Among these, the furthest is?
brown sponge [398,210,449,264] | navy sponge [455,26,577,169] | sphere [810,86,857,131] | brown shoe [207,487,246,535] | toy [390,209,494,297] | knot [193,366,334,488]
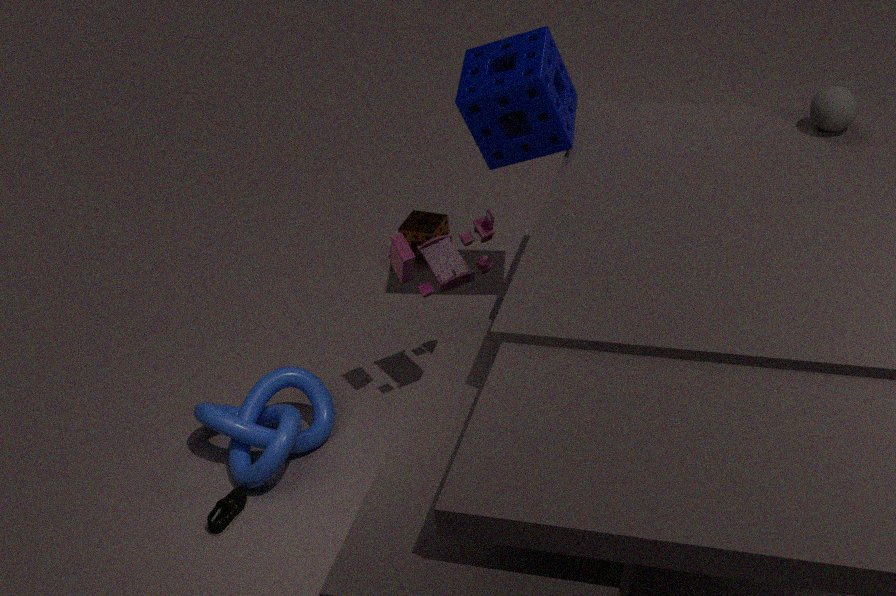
brown sponge [398,210,449,264]
